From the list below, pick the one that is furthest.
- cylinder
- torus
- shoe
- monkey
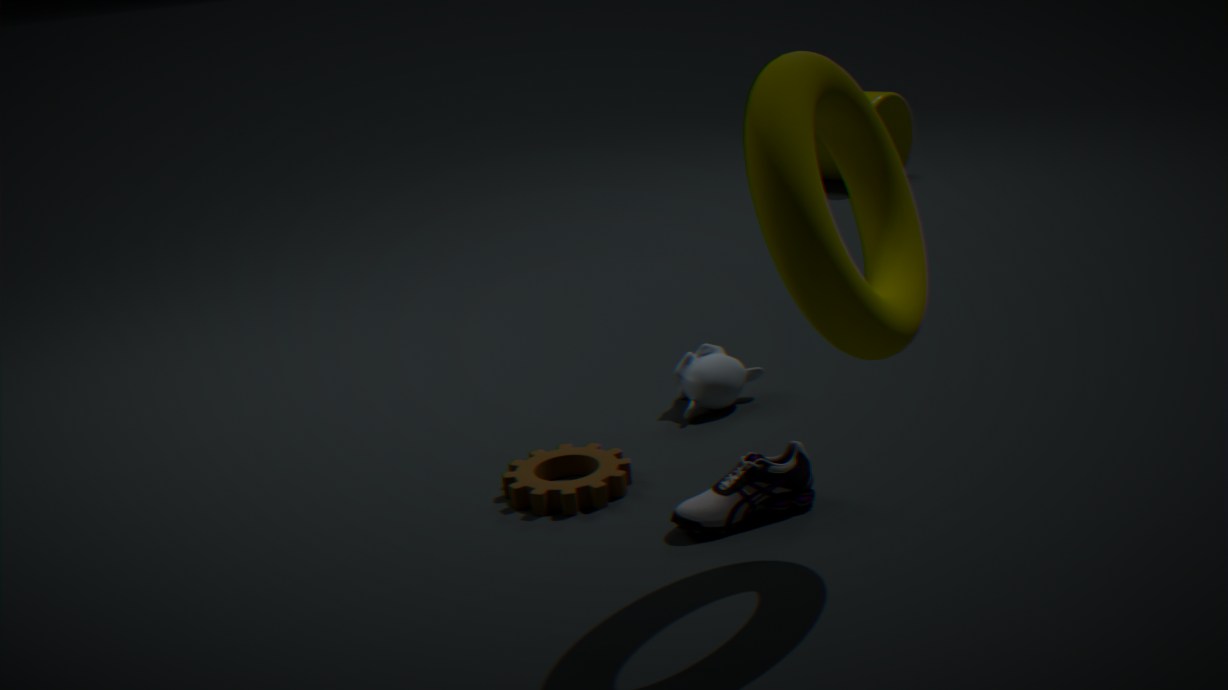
cylinder
